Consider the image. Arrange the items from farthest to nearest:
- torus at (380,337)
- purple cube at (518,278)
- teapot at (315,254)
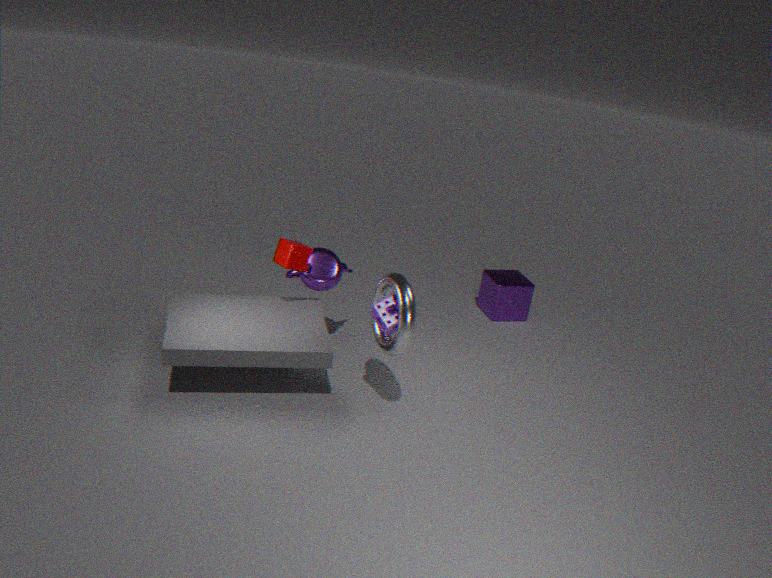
purple cube at (518,278)
teapot at (315,254)
torus at (380,337)
